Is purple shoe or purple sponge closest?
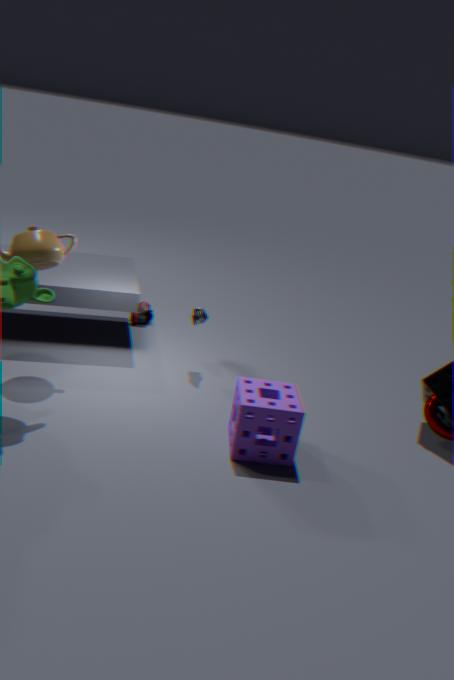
purple sponge
